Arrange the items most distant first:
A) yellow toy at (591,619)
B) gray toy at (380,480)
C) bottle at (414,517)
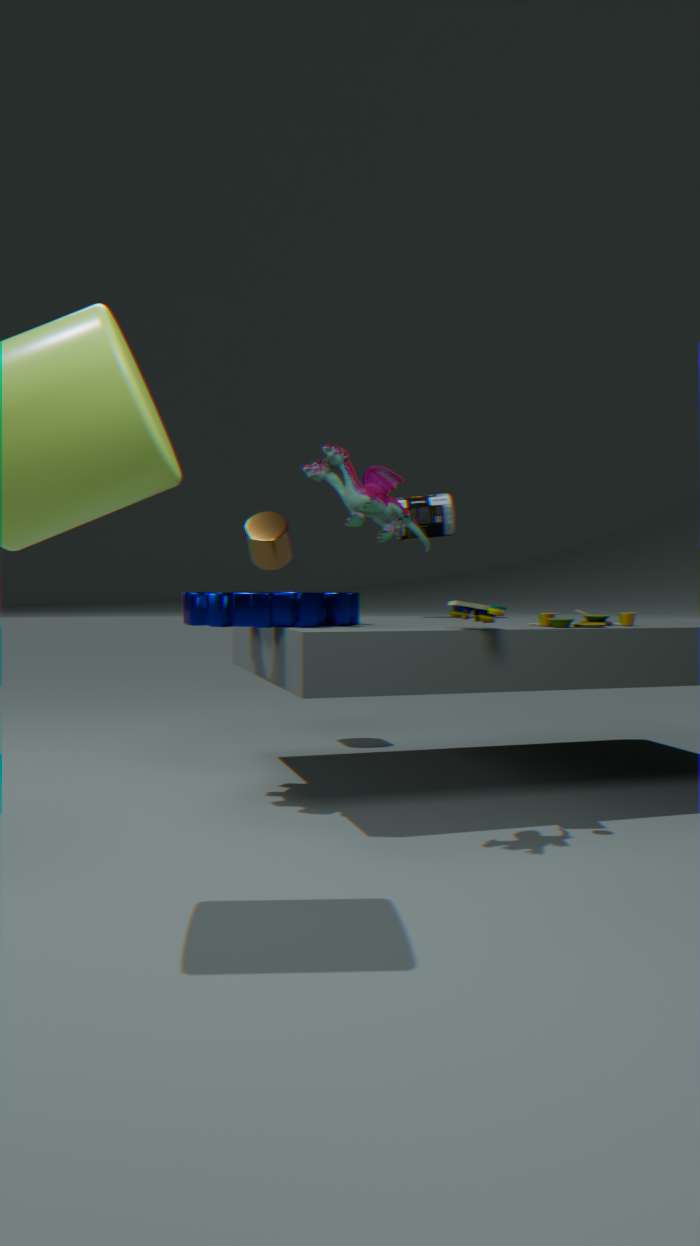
bottle at (414,517) < yellow toy at (591,619) < gray toy at (380,480)
